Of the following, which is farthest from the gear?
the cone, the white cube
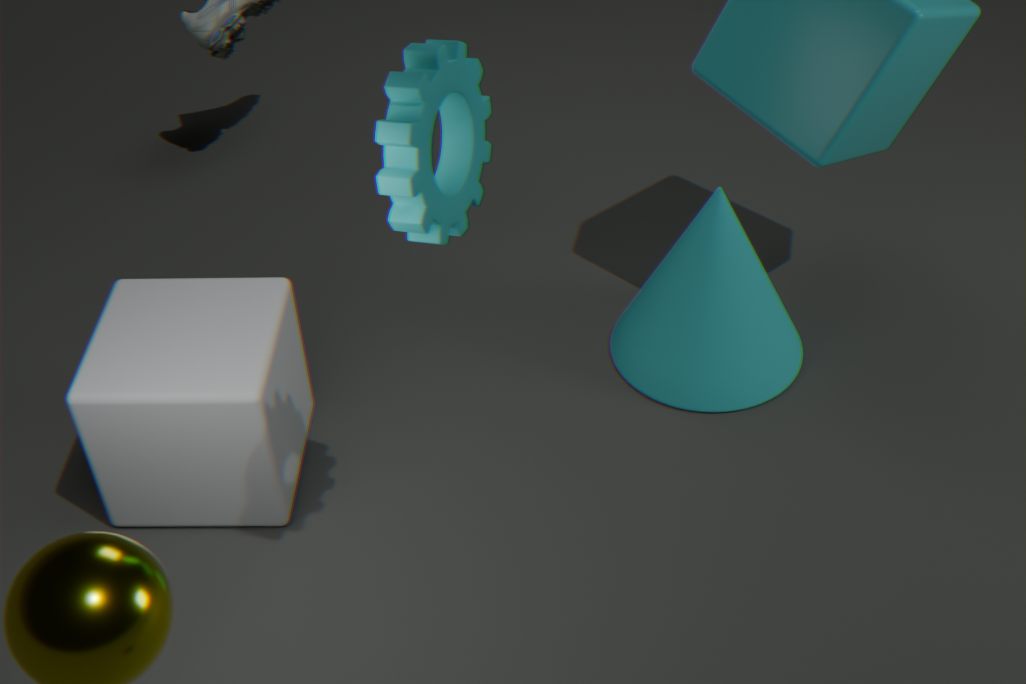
the cone
